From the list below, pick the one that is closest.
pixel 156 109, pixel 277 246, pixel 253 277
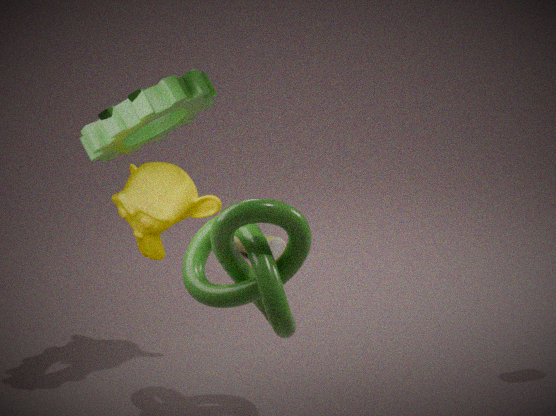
pixel 253 277
